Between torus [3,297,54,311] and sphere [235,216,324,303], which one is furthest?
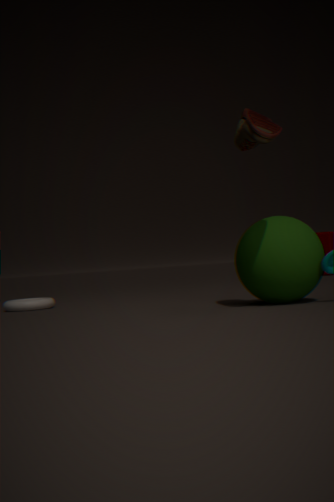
torus [3,297,54,311]
